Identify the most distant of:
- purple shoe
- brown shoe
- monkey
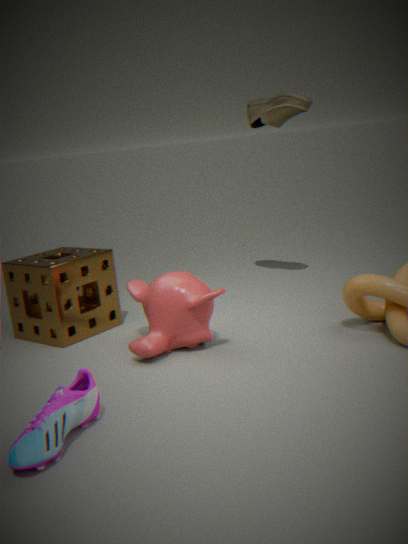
brown shoe
